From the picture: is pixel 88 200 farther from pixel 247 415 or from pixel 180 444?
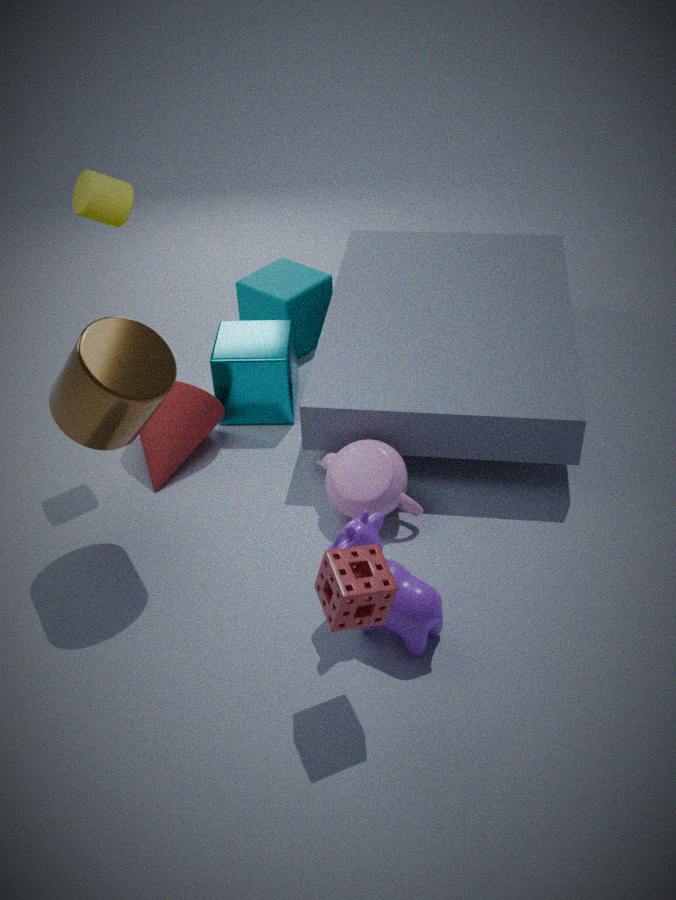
pixel 247 415
